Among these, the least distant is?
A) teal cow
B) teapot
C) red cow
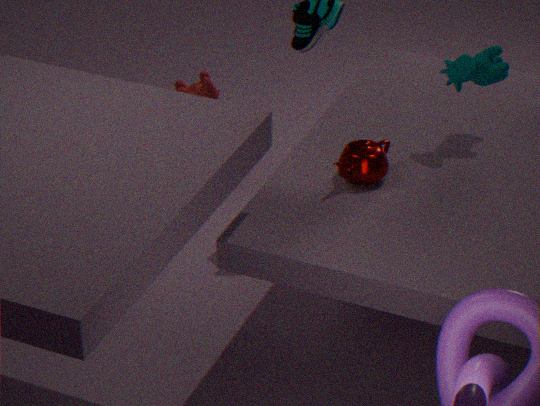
teapot
